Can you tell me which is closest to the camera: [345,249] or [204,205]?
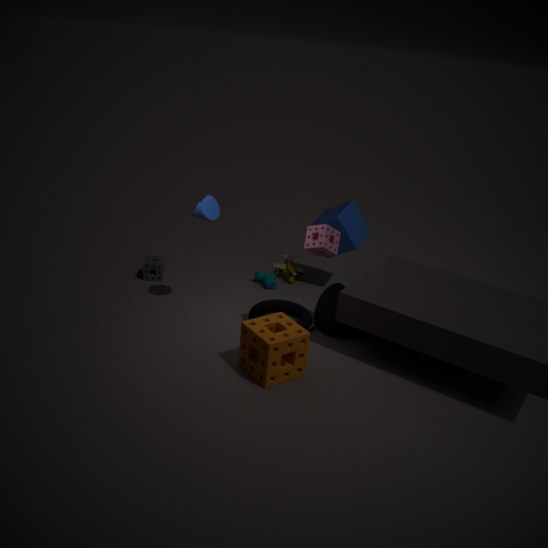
[204,205]
